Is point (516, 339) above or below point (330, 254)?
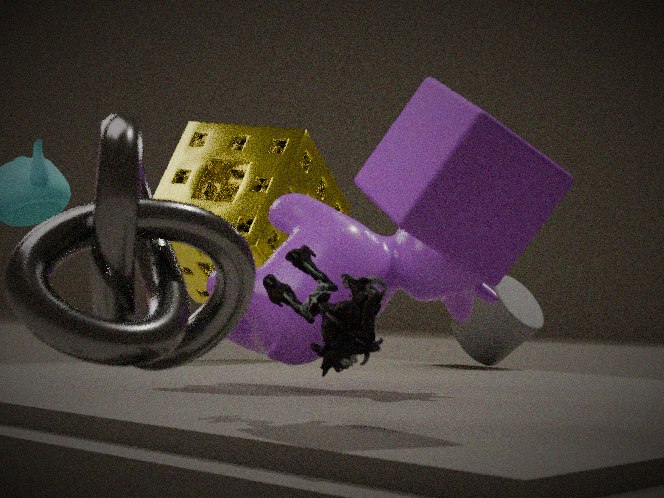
below
